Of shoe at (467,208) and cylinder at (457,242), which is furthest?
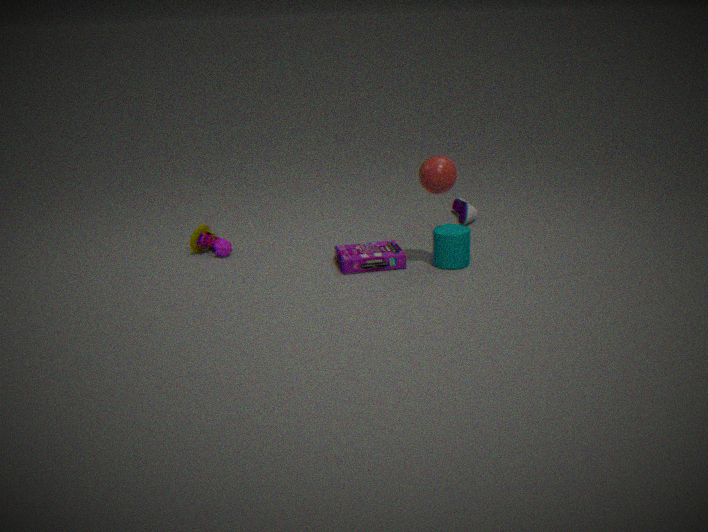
shoe at (467,208)
